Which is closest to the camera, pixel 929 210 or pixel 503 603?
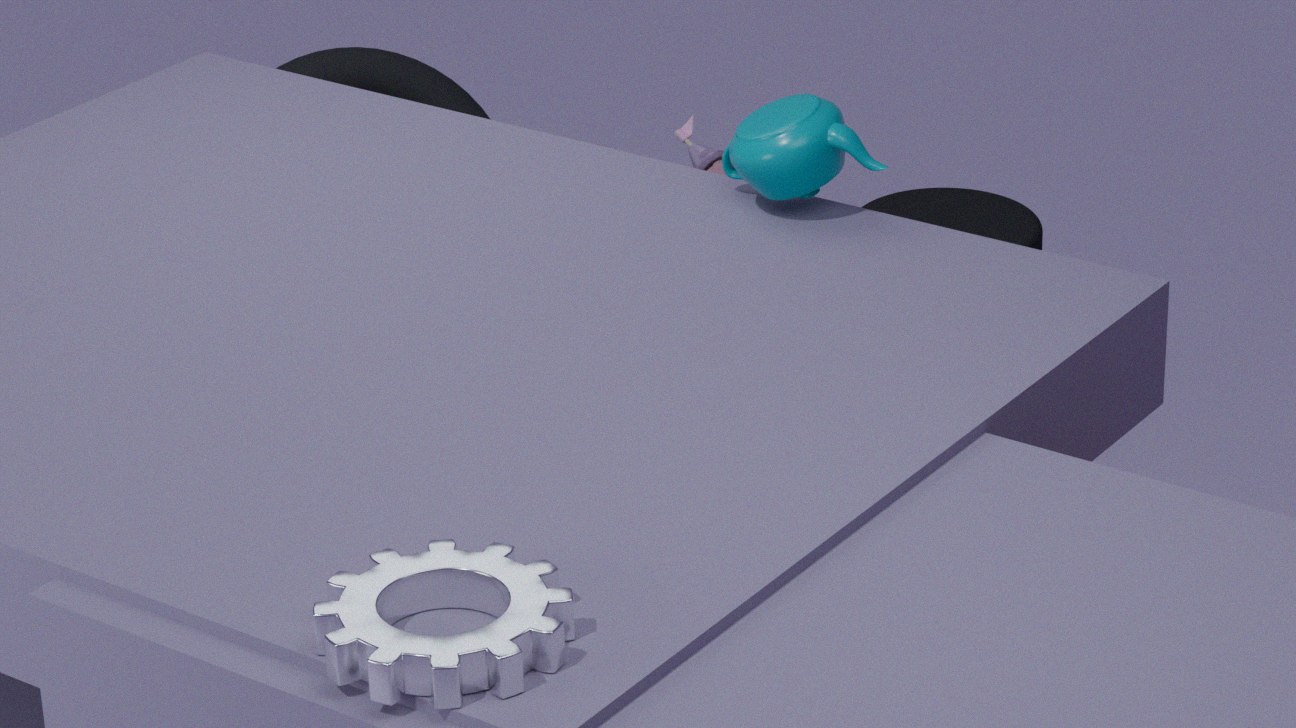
pixel 503 603
